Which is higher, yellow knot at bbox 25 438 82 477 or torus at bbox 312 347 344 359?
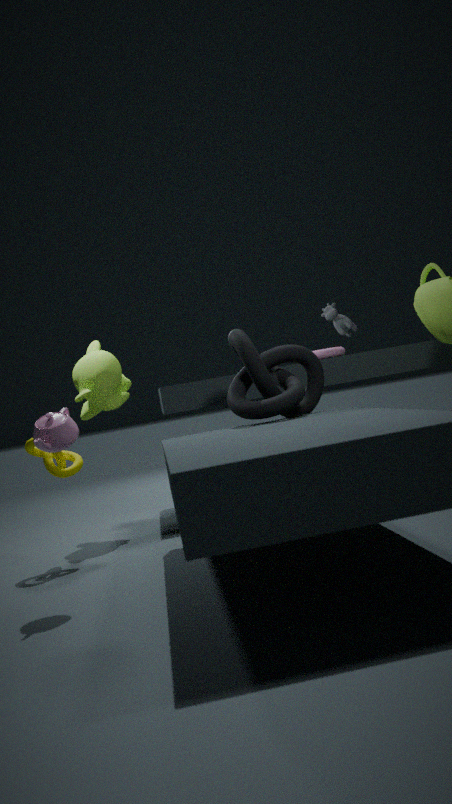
torus at bbox 312 347 344 359
